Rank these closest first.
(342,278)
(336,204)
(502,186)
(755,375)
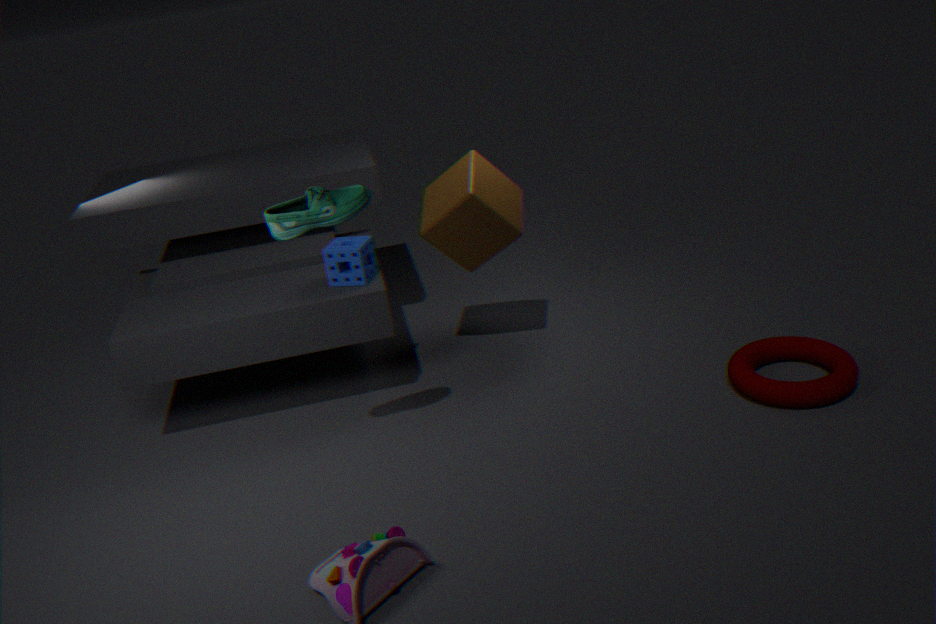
(336,204) → (755,375) → (342,278) → (502,186)
